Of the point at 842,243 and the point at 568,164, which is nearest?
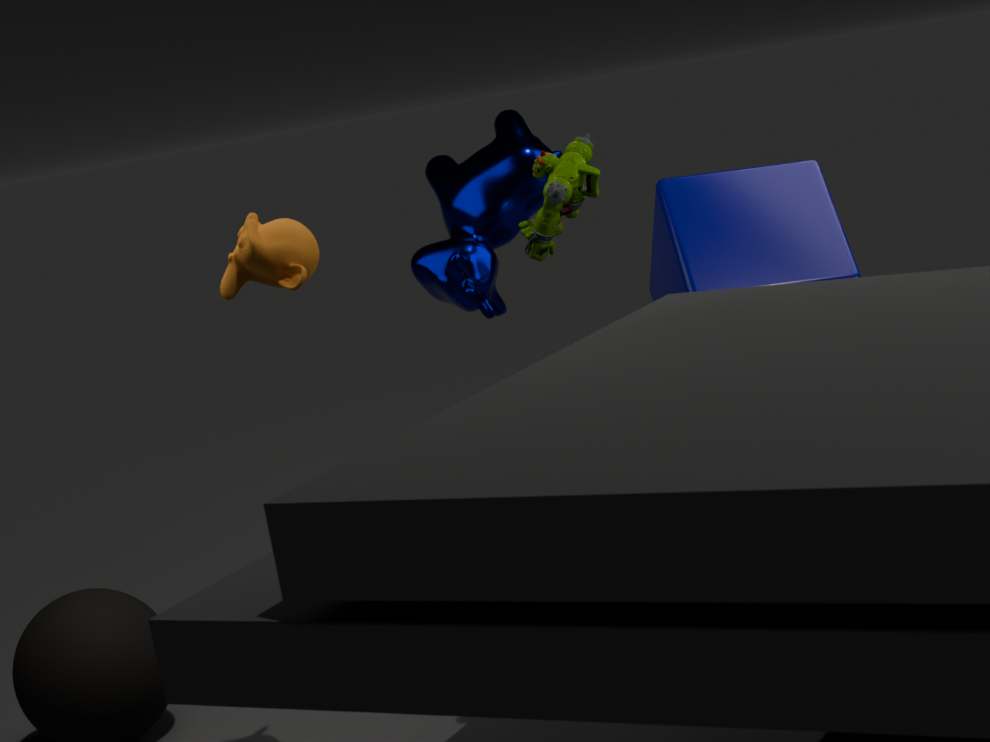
the point at 568,164
